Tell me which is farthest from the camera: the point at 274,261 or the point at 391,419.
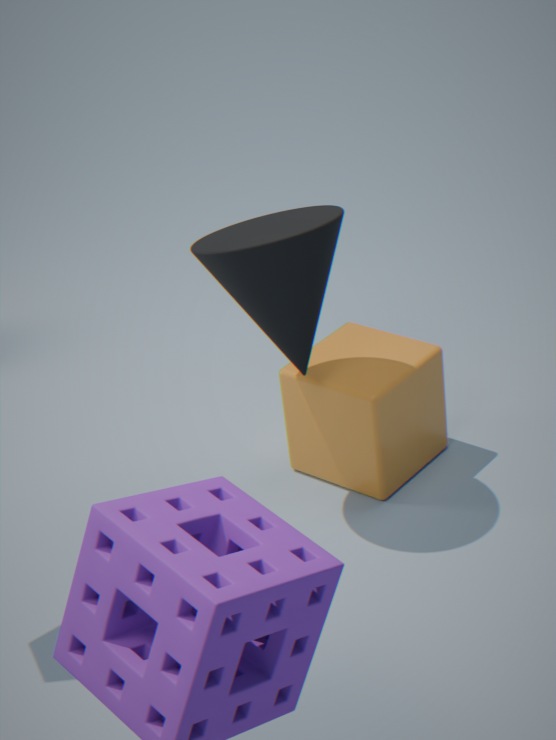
the point at 391,419
